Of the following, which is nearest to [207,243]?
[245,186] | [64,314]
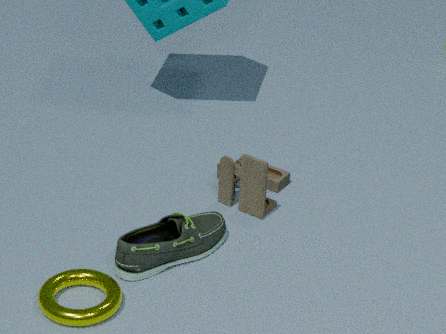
[64,314]
